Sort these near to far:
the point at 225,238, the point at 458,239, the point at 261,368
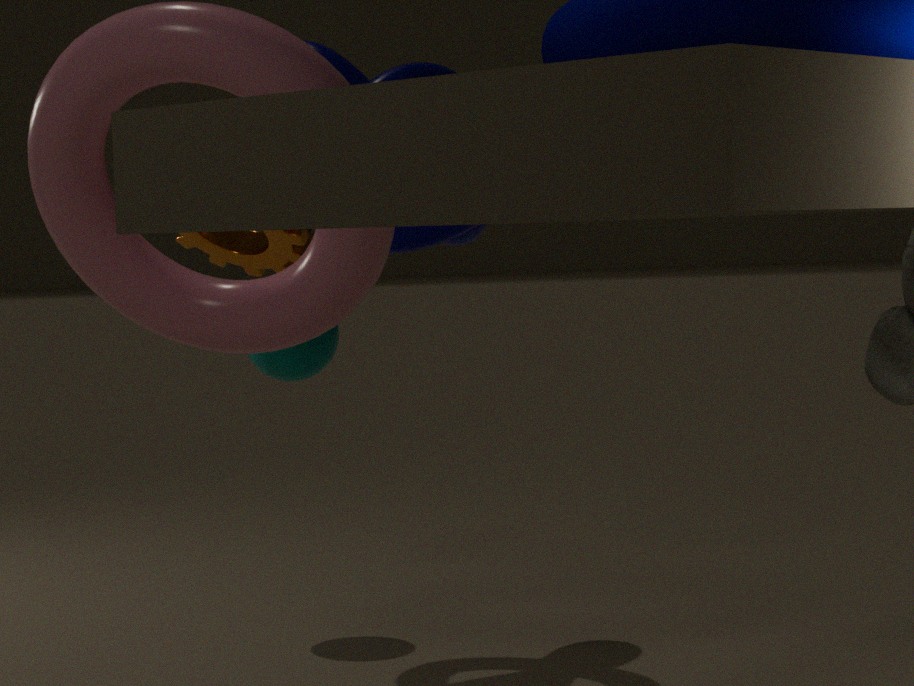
the point at 225,238 < the point at 458,239 < the point at 261,368
